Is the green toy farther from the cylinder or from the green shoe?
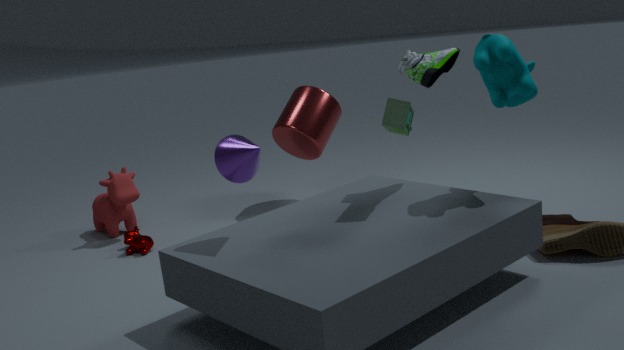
the cylinder
